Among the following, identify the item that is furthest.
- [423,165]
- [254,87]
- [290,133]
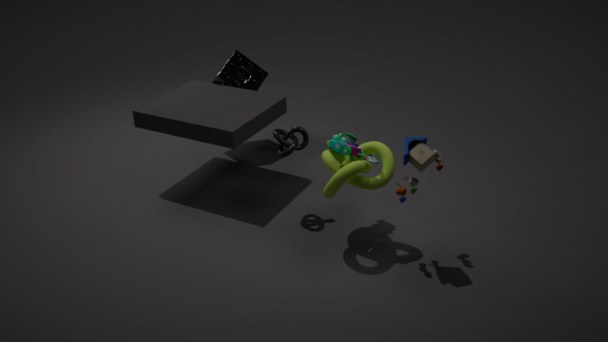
[254,87]
